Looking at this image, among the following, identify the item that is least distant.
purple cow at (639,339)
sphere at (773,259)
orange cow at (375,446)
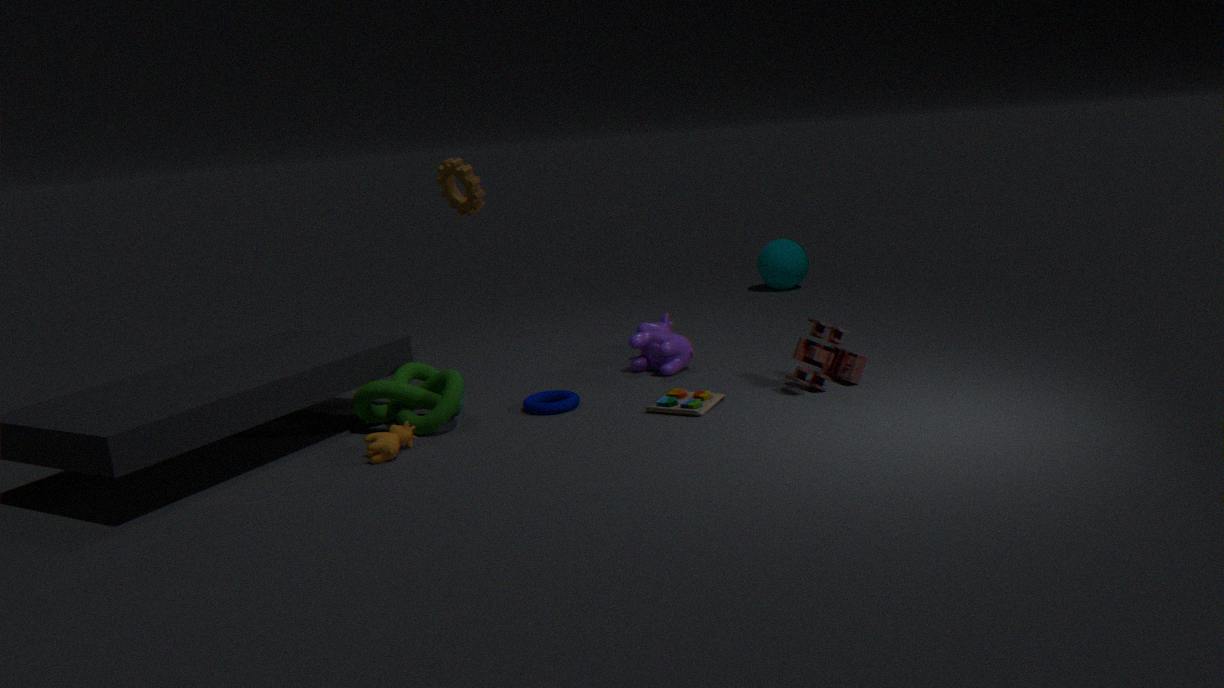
orange cow at (375,446)
